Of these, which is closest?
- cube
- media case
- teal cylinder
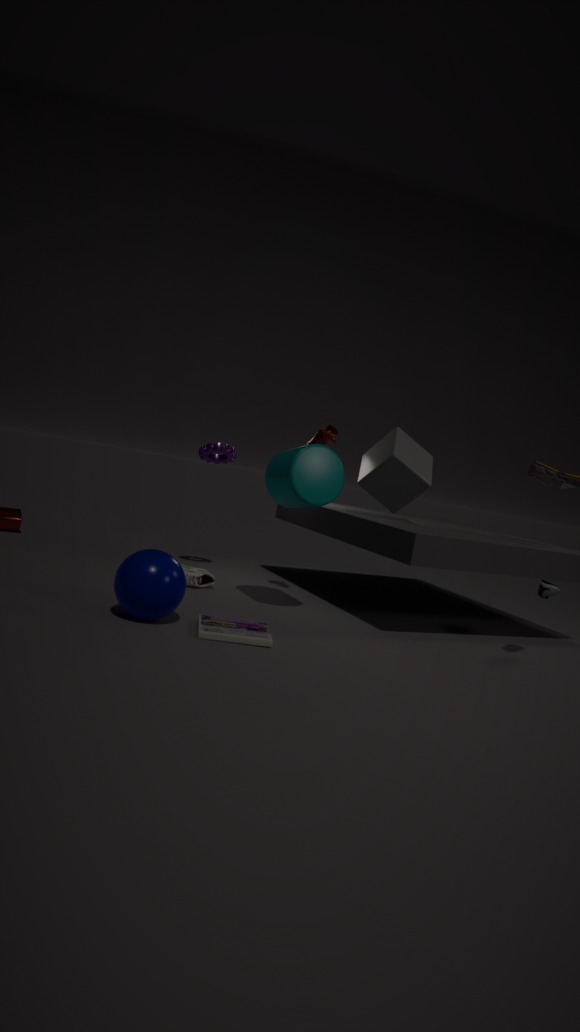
media case
